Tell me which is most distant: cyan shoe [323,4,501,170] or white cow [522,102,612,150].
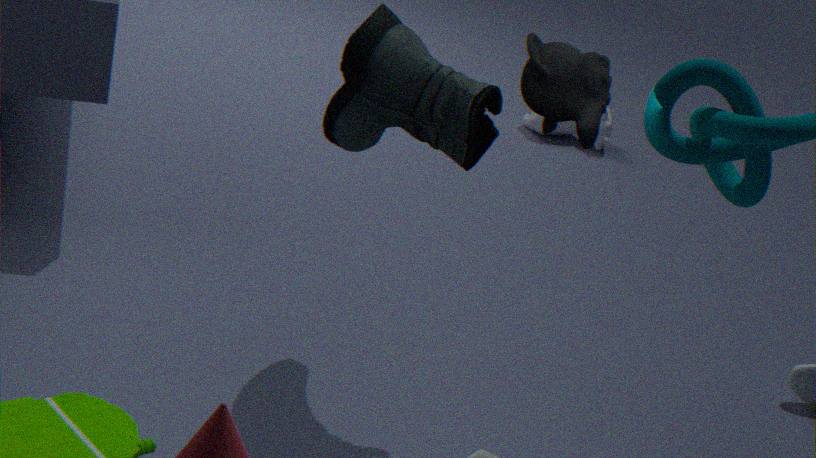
white cow [522,102,612,150]
